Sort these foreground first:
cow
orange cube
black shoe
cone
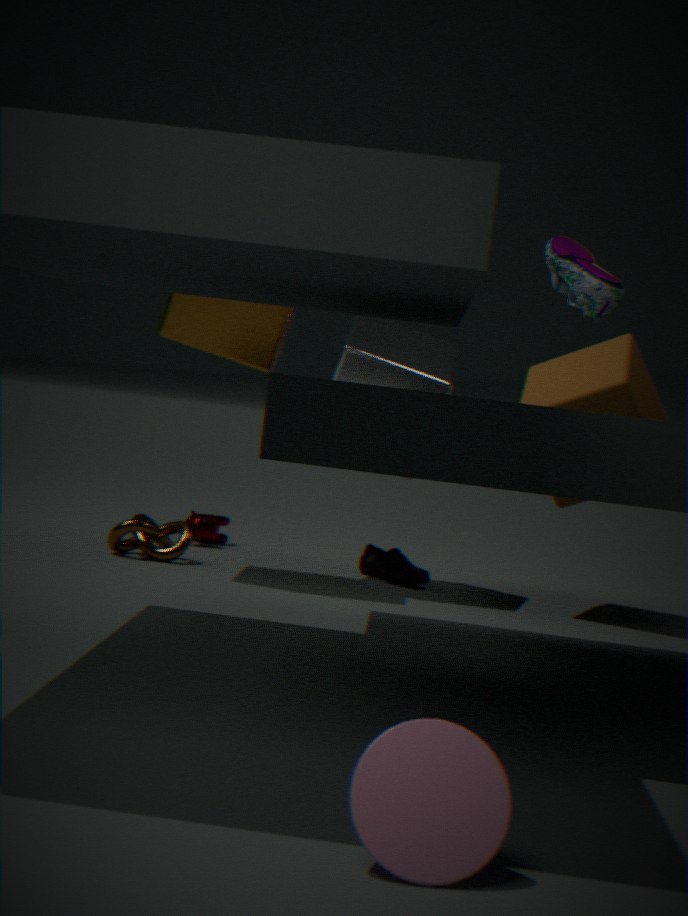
1. cone
2. black shoe
3. orange cube
4. cow
